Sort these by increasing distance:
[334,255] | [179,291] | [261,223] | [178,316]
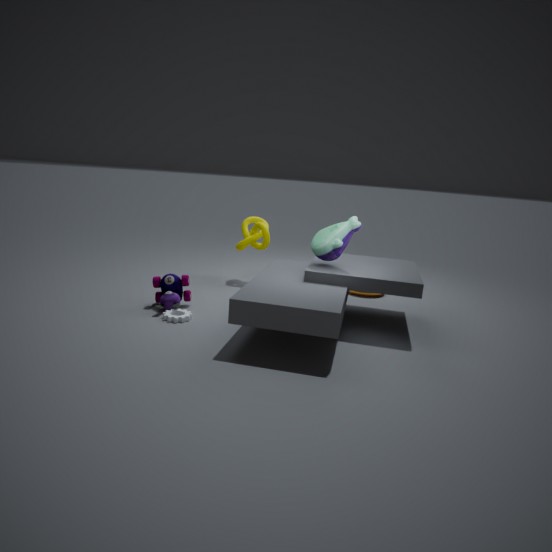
1. [178,316]
2. [334,255]
3. [179,291]
4. [261,223]
